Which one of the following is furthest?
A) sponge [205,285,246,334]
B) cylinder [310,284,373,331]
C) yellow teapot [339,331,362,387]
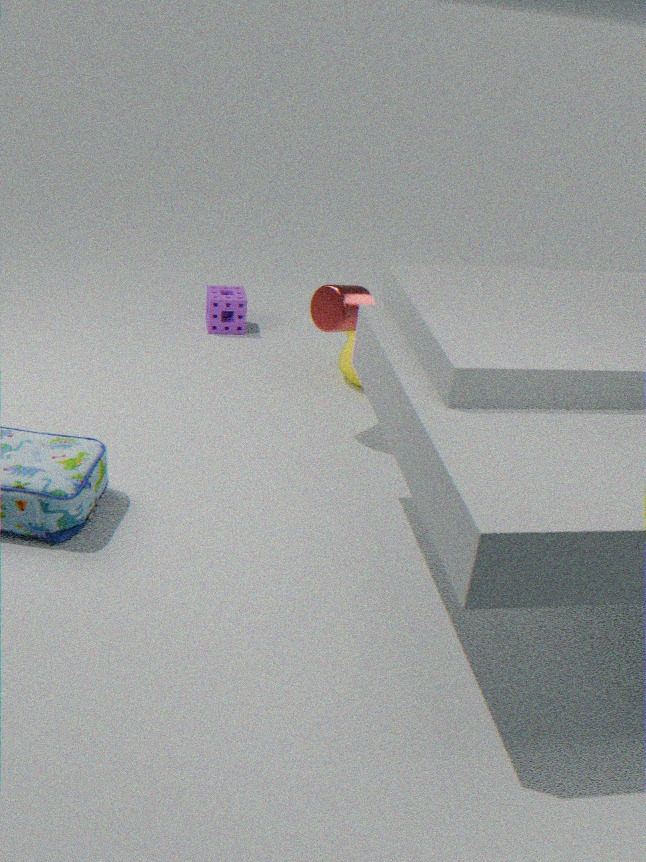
sponge [205,285,246,334]
